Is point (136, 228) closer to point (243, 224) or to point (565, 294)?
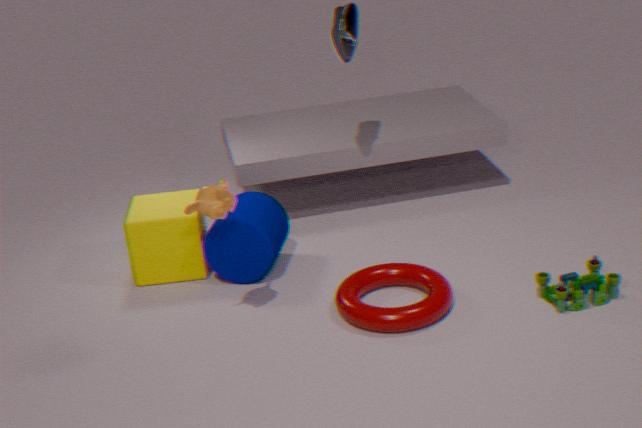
point (243, 224)
